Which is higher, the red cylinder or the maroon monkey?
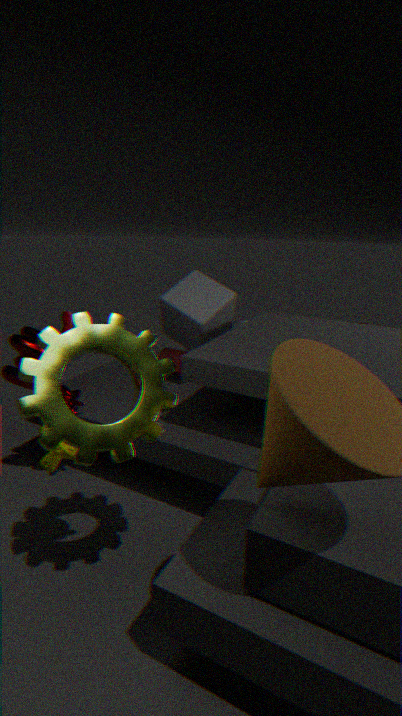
the maroon monkey
